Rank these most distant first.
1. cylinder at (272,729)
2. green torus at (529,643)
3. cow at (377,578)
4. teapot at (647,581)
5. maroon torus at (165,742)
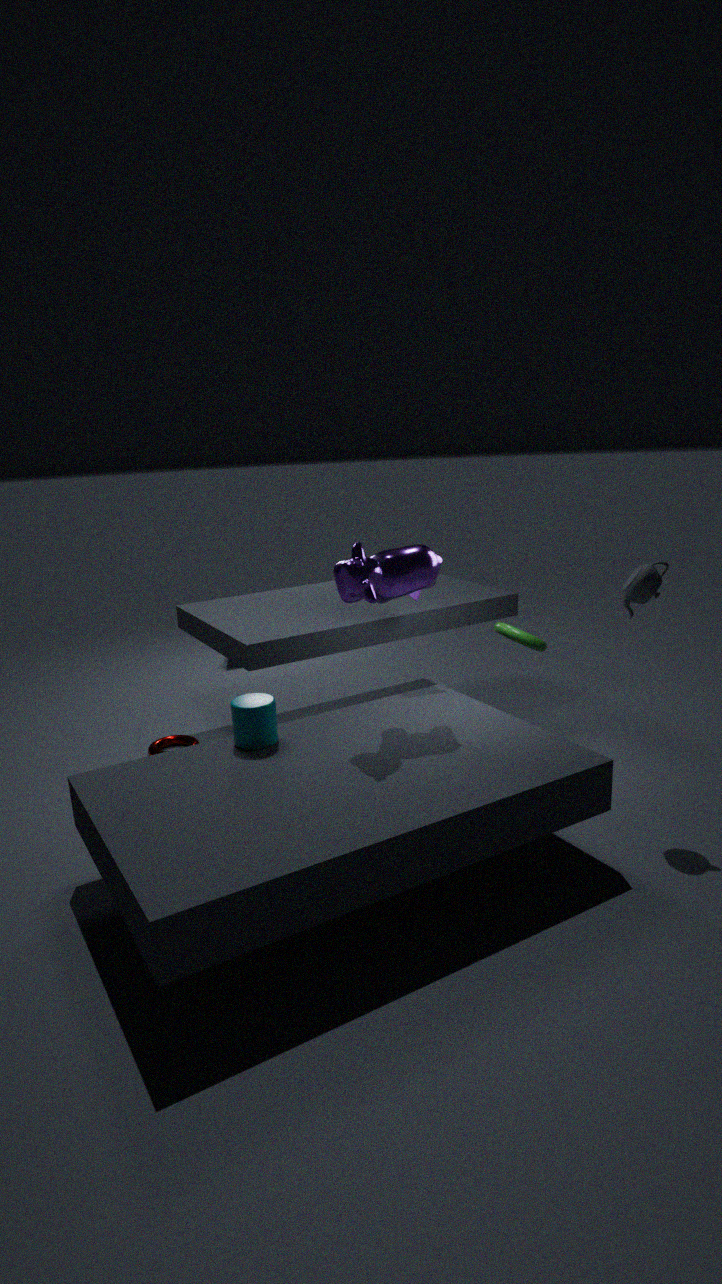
maroon torus at (165,742) < green torus at (529,643) < teapot at (647,581) < cylinder at (272,729) < cow at (377,578)
